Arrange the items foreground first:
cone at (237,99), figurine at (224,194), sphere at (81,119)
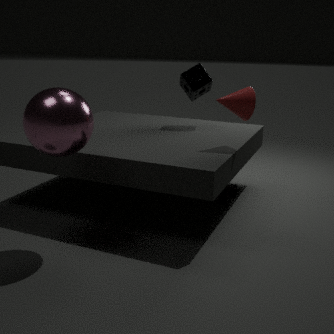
sphere at (81,119) → cone at (237,99) → figurine at (224,194)
